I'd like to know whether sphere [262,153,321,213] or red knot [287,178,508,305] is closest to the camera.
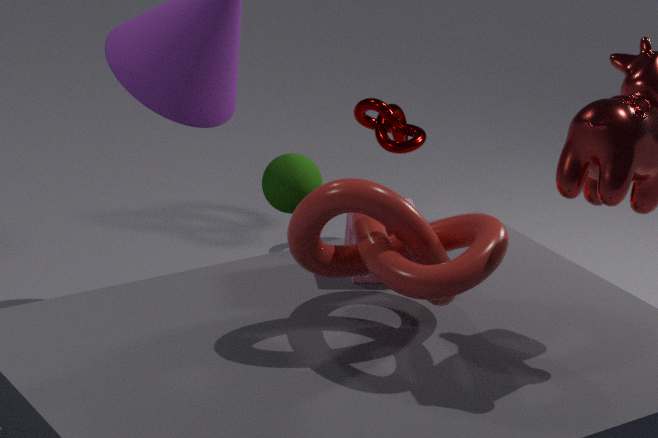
red knot [287,178,508,305]
